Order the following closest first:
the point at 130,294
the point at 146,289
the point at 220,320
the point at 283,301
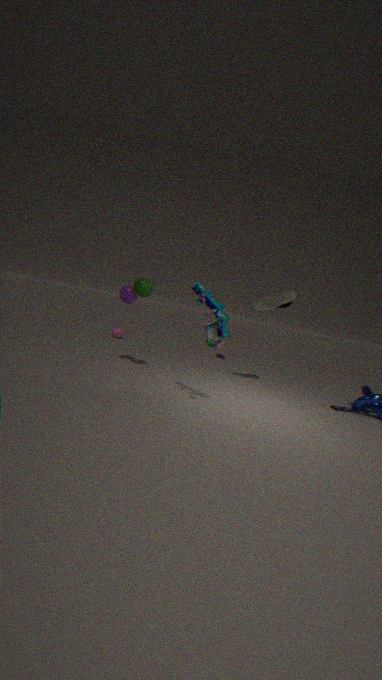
the point at 220,320
the point at 146,289
the point at 130,294
the point at 283,301
